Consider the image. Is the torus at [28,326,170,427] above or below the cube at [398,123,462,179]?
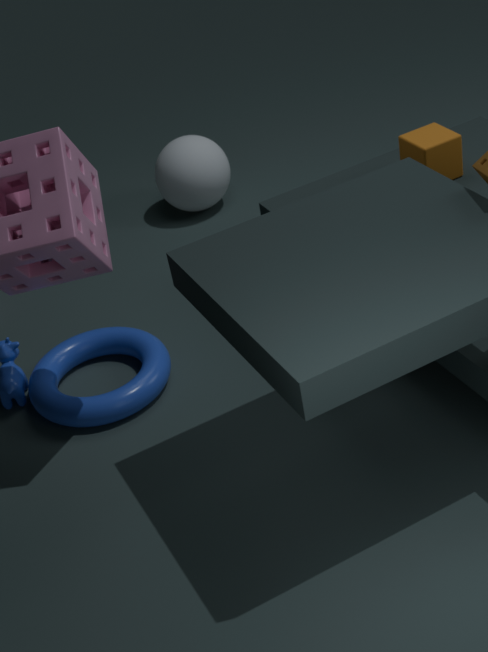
below
